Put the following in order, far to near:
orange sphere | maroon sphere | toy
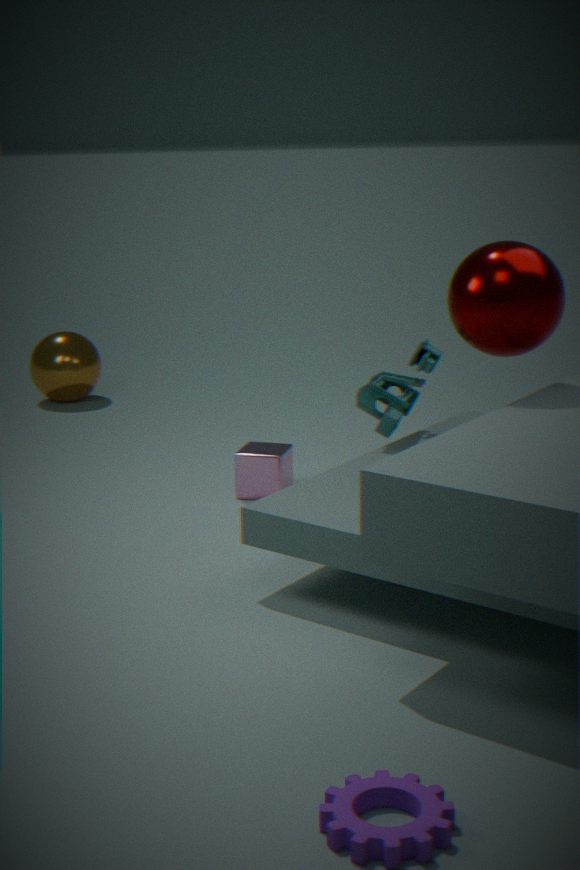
orange sphere, toy, maroon sphere
